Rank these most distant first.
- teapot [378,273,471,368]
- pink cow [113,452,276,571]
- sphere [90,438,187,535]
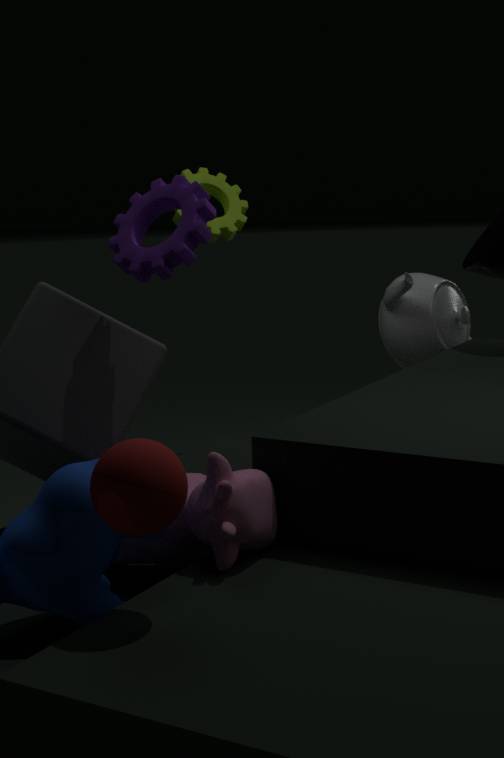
teapot [378,273,471,368] < pink cow [113,452,276,571] < sphere [90,438,187,535]
